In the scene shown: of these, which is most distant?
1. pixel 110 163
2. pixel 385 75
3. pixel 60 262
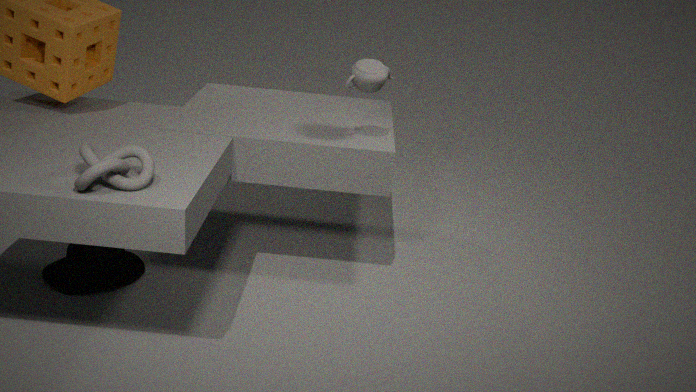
pixel 60 262
